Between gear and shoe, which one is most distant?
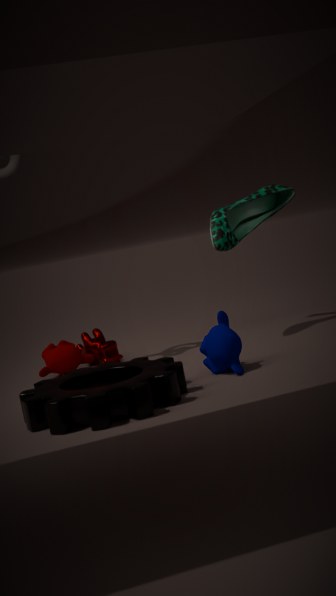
shoe
